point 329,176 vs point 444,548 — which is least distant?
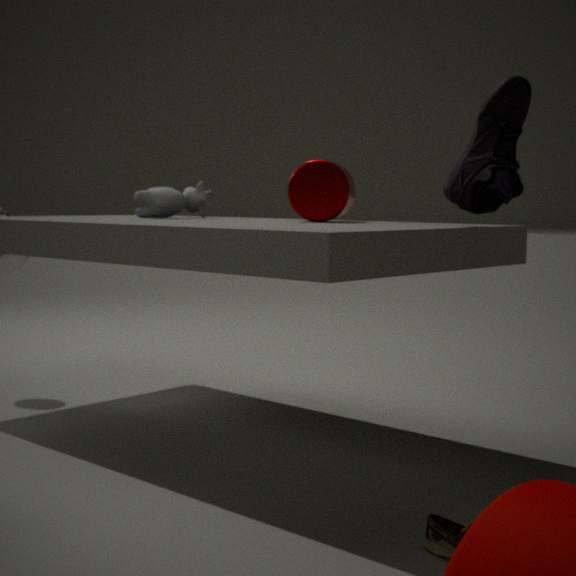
point 444,548
